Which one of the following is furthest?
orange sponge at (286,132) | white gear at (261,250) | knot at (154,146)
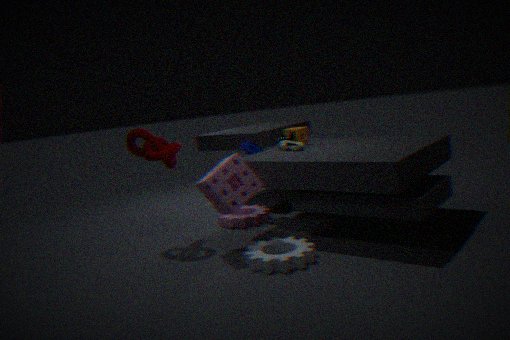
orange sponge at (286,132)
